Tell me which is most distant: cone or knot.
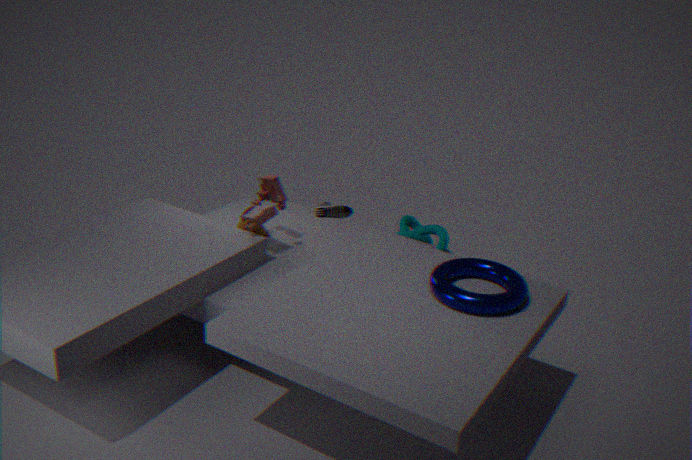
knot
